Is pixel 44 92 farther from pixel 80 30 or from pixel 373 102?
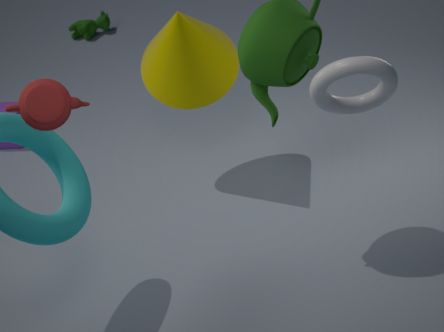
pixel 80 30
